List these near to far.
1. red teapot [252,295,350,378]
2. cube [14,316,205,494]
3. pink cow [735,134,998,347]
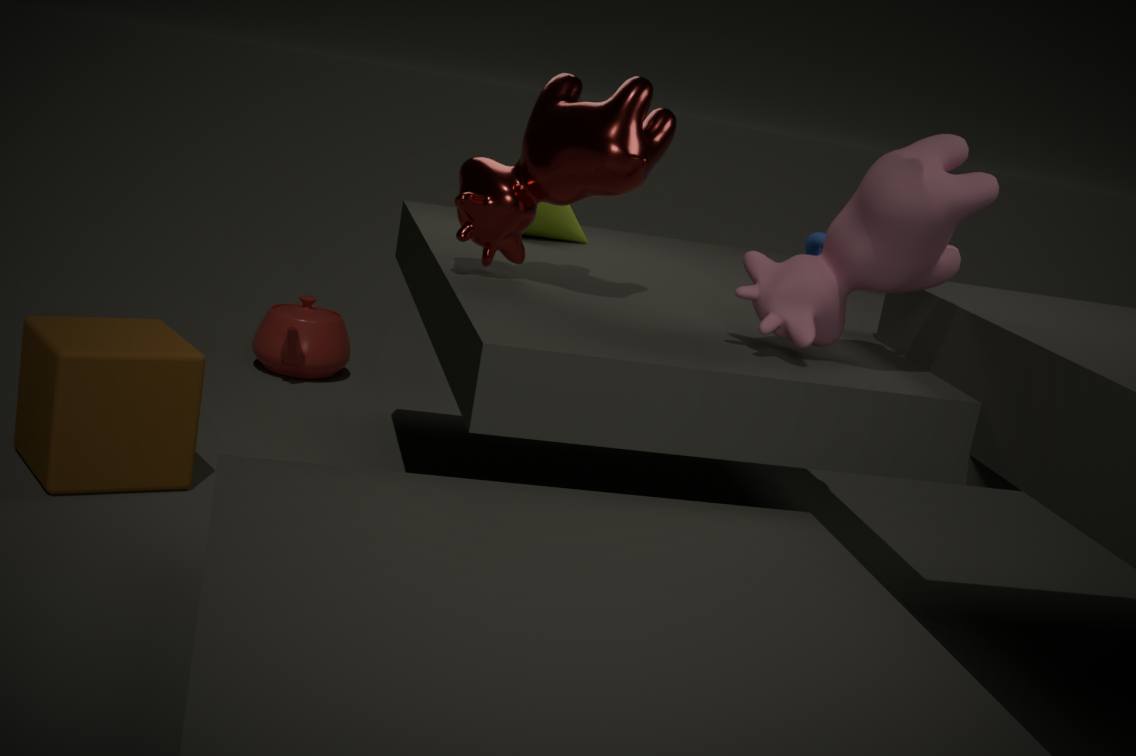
pink cow [735,134,998,347], cube [14,316,205,494], red teapot [252,295,350,378]
